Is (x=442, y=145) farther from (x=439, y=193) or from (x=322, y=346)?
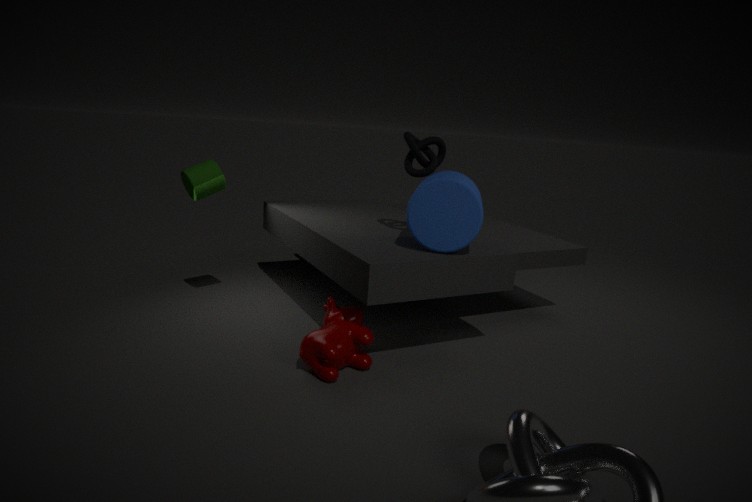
(x=322, y=346)
